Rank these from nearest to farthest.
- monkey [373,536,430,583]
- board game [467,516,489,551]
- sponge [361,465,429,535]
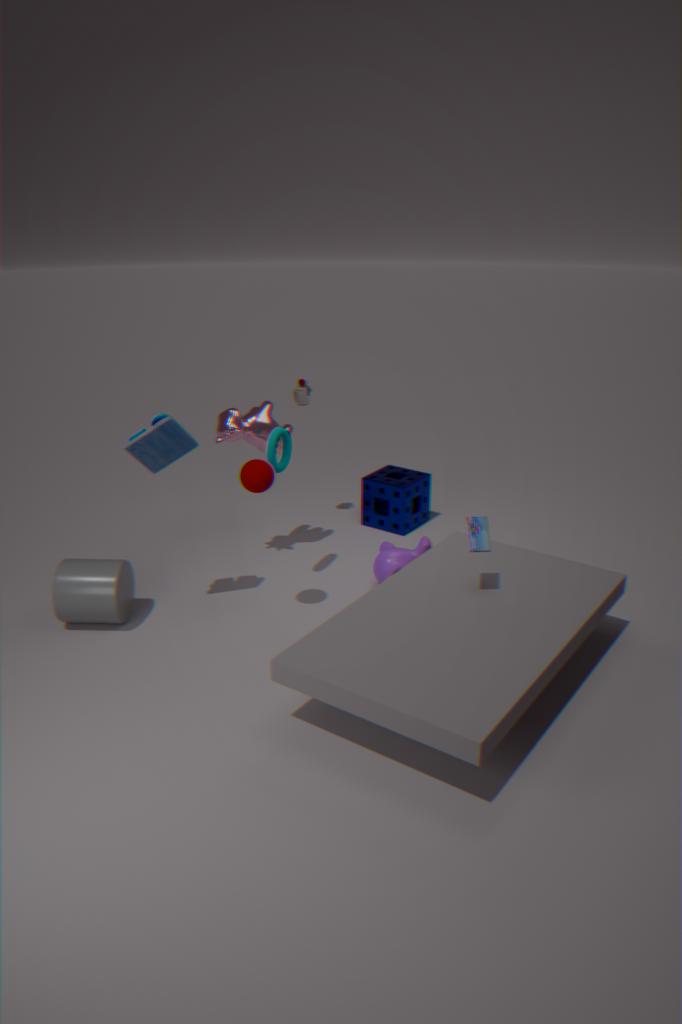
board game [467,516,489,551], monkey [373,536,430,583], sponge [361,465,429,535]
